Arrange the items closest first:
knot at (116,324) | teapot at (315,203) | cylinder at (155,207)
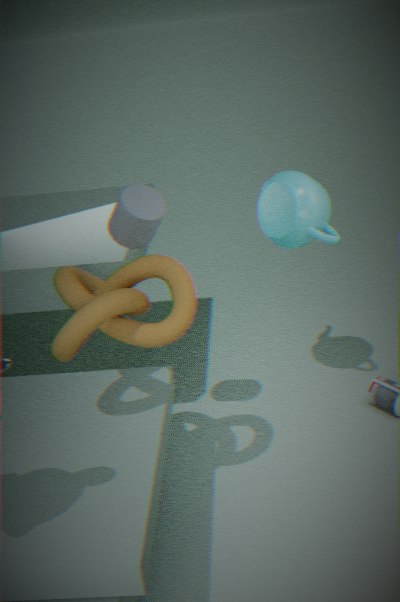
knot at (116,324)
cylinder at (155,207)
teapot at (315,203)
